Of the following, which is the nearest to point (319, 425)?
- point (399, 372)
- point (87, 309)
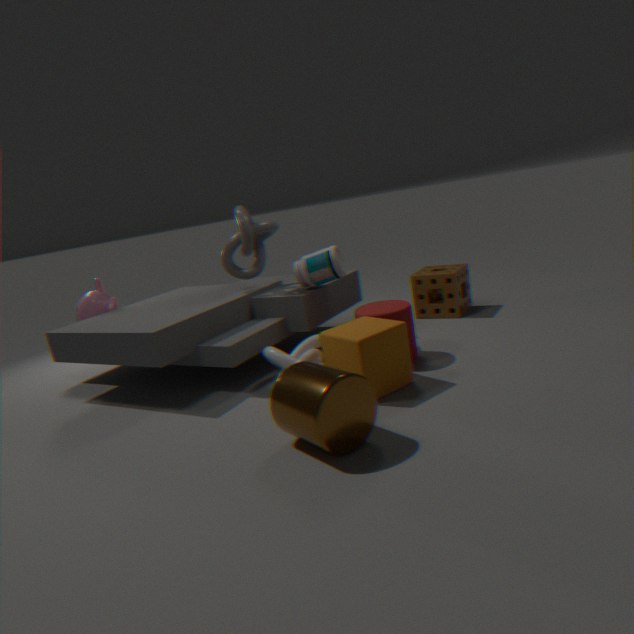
point (399, 372)
